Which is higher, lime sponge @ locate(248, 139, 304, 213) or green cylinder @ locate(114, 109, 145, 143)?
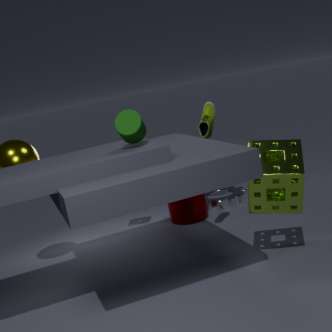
green cylinder @ locate(114, 109, 145, 143)
